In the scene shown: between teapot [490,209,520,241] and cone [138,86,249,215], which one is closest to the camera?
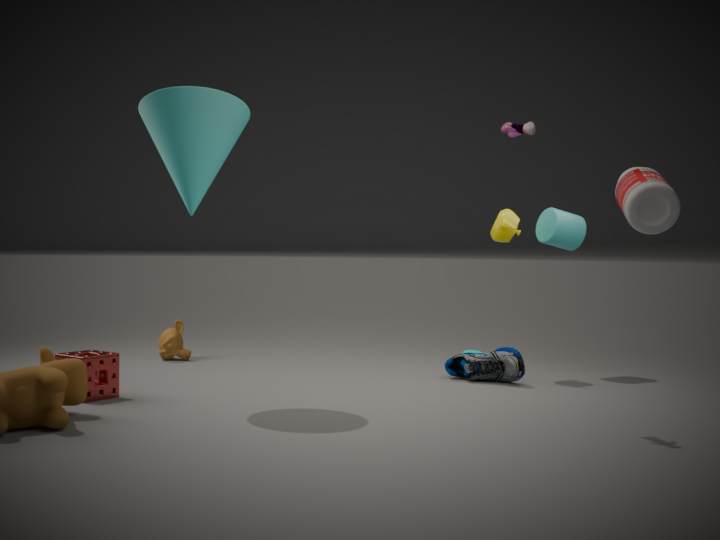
cone [138,86,249,215]
